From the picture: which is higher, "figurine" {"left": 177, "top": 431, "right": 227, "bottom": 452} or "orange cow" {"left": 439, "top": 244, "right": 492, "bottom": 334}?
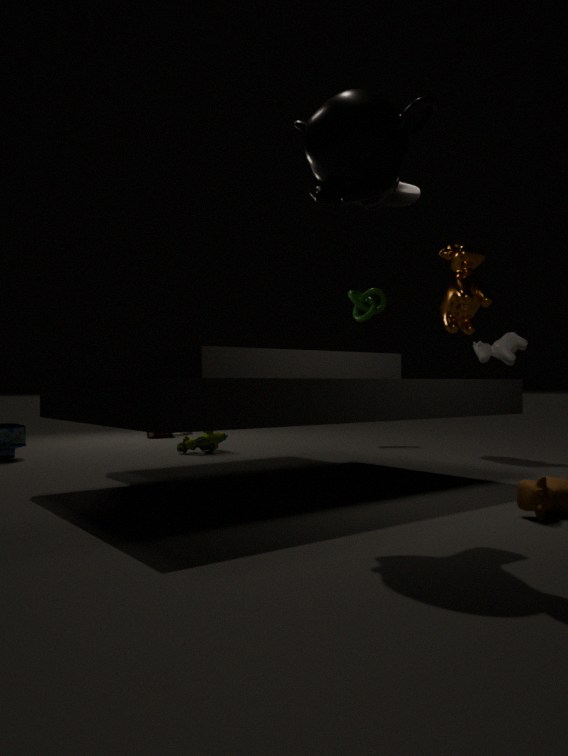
"orange cow" {"left": 439, "top": 244, "right": 492, "bottom": 334}
